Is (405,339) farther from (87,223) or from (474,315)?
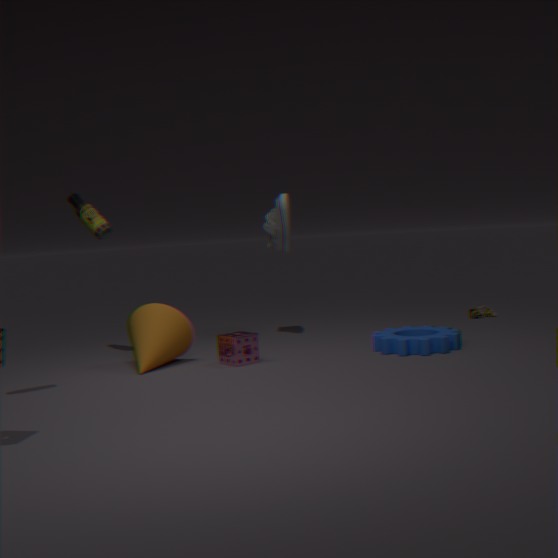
(87,223)
